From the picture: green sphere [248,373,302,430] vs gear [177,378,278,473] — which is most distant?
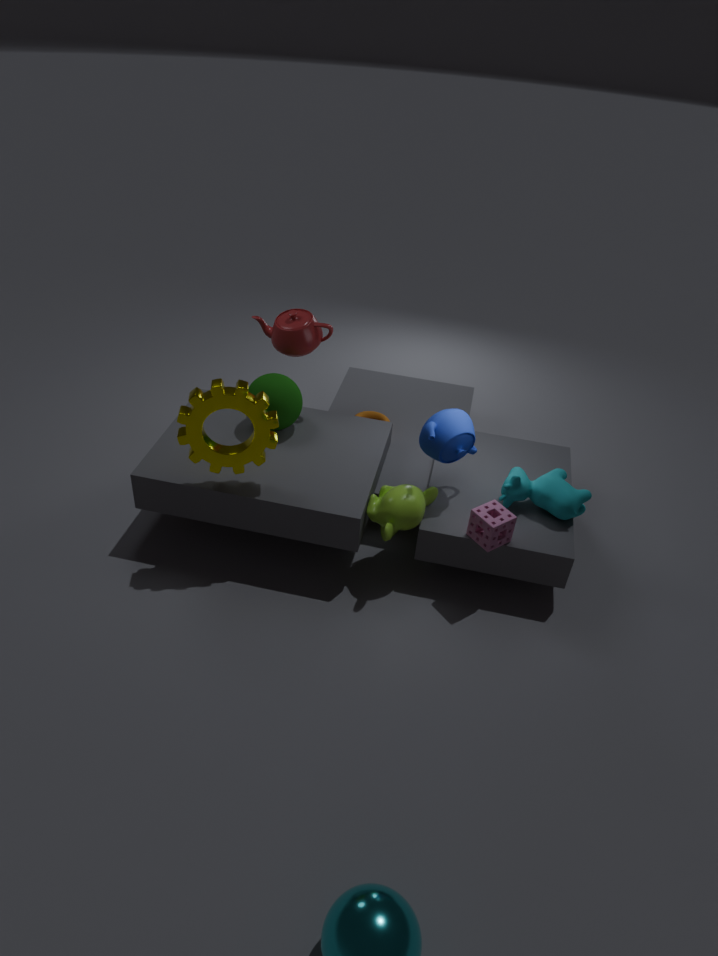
green sphere [248,373,302,430]
